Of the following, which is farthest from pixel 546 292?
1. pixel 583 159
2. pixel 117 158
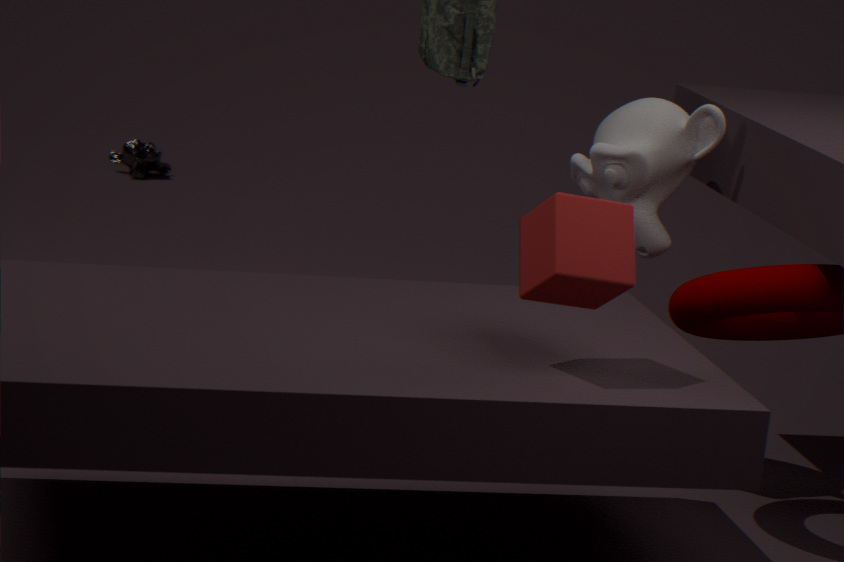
pixel 117 158
